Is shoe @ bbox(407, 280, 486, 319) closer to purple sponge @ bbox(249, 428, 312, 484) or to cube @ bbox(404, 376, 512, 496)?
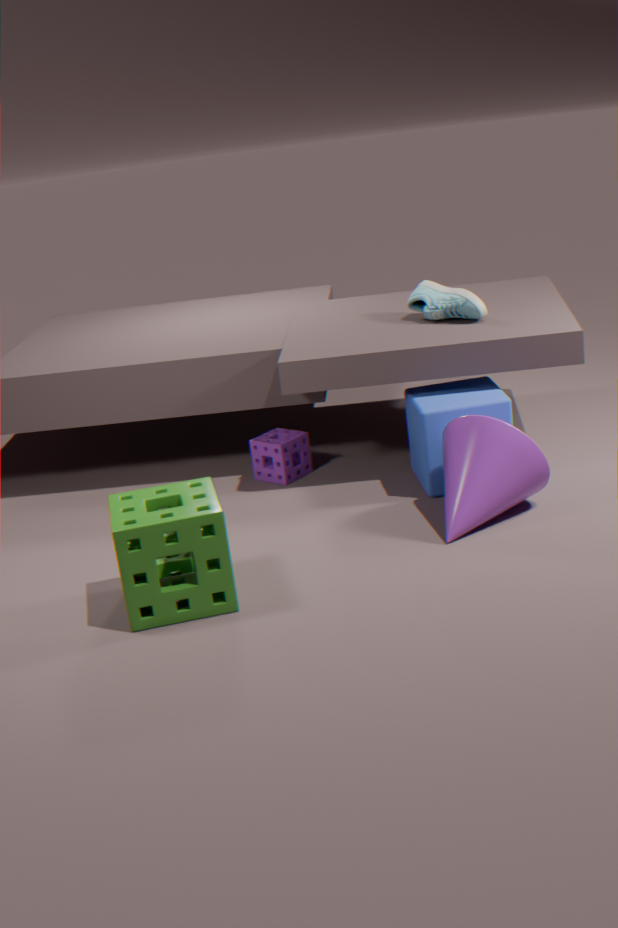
cube @ bbox(404, 376, 512, 496)
